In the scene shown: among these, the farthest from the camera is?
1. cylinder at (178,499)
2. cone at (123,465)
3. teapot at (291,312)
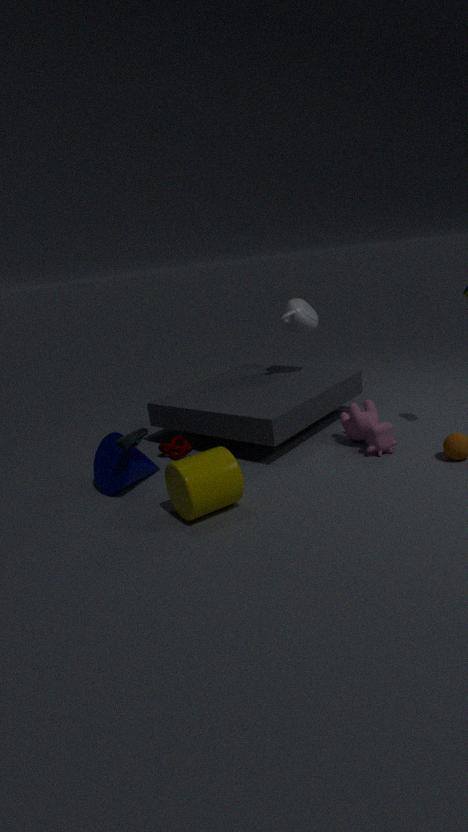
teapot at (291,312)
